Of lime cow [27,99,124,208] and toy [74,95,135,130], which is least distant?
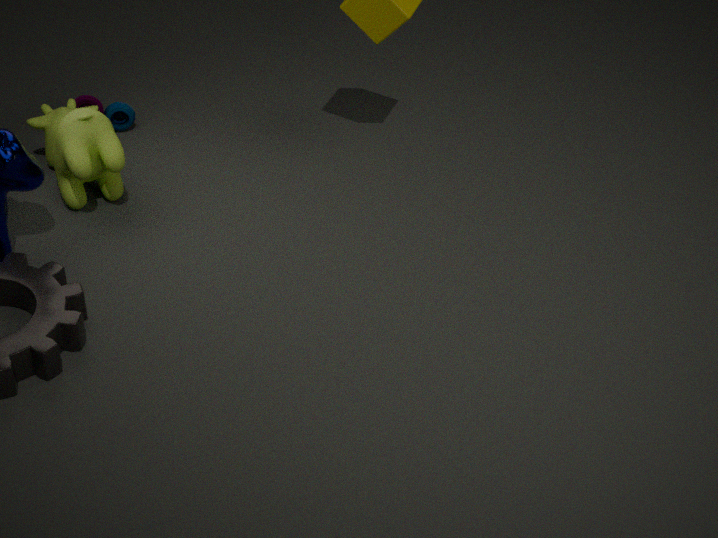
lime cow [27,99,124,208]
